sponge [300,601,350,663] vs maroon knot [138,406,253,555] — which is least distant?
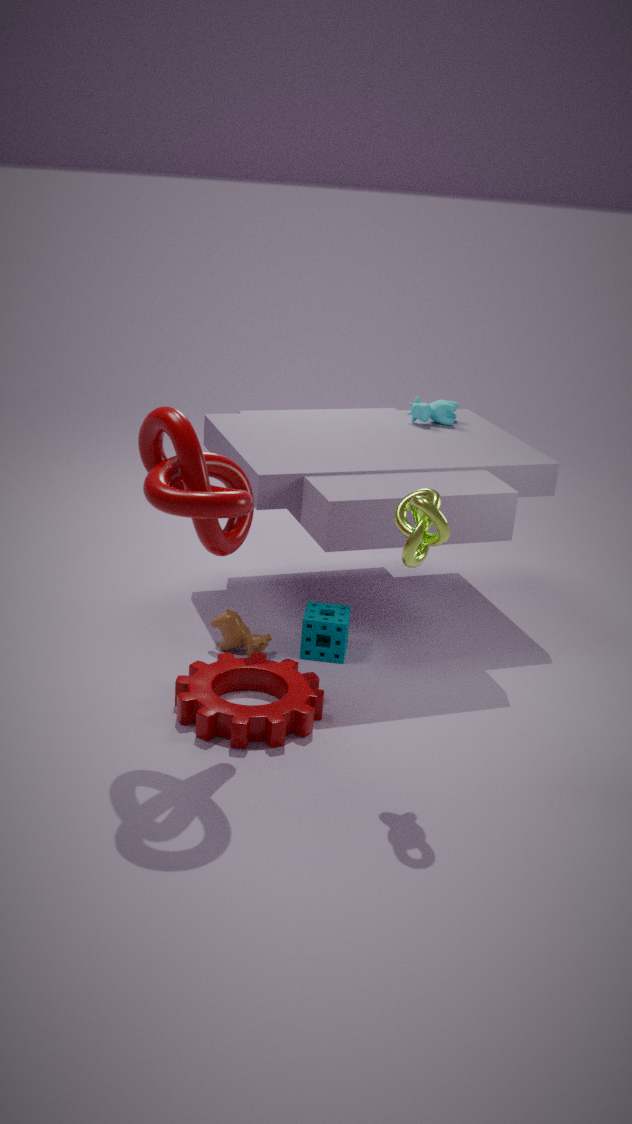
maroon knot [138,406,253,555]
